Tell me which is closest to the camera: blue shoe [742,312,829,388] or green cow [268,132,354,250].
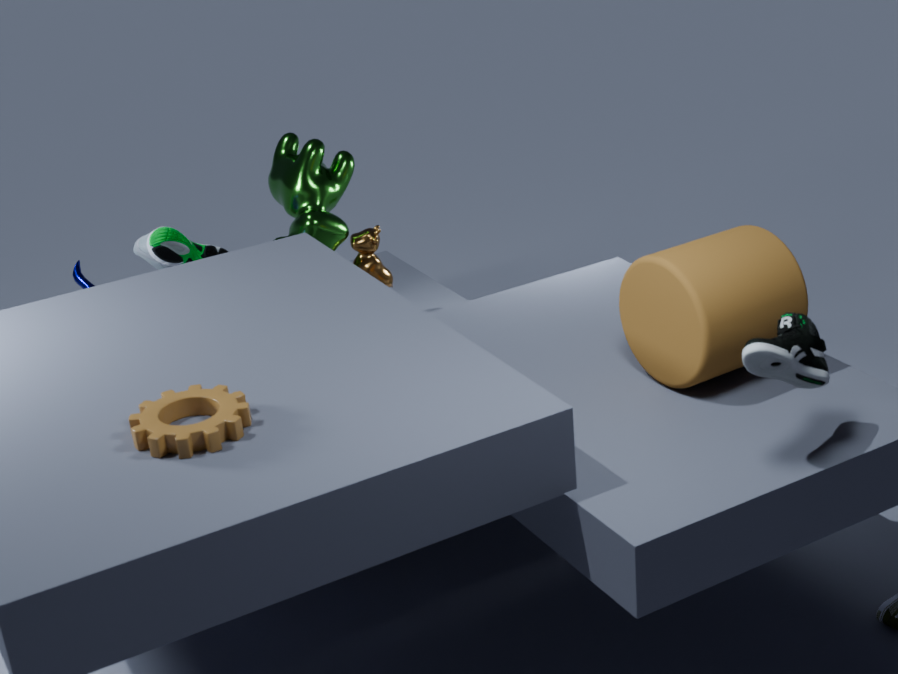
blue shoe [742,312,829,388]
